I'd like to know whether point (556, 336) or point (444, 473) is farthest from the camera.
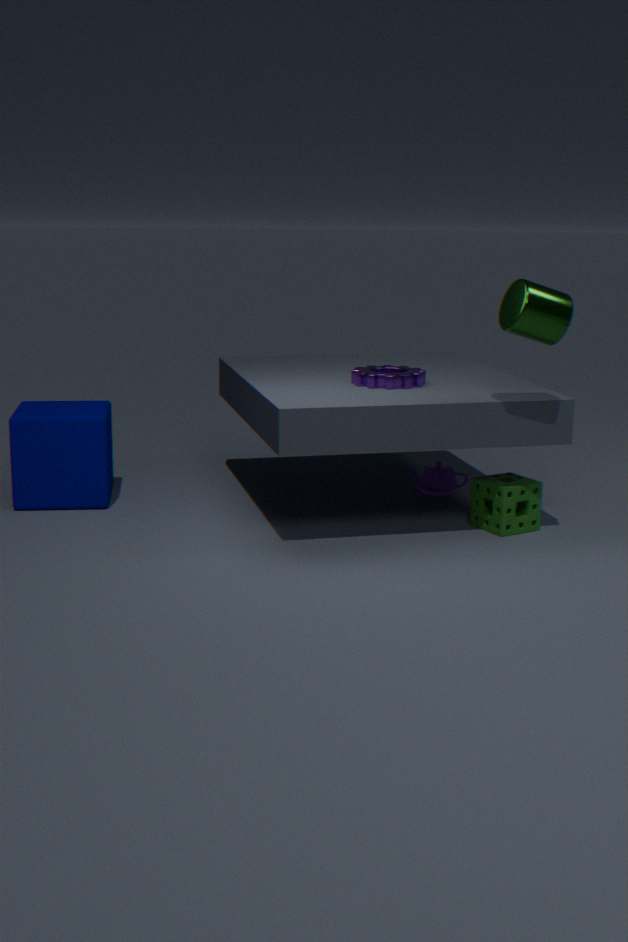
point (444, 473)
